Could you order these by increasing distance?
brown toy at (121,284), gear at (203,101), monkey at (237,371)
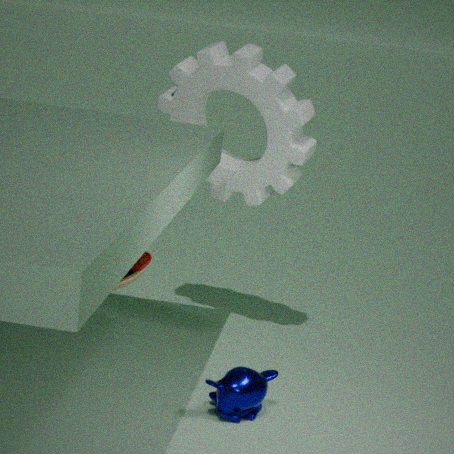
1. brown toy at (121,284)
2. monkey at (237,371)
3. gear at (203,101)
